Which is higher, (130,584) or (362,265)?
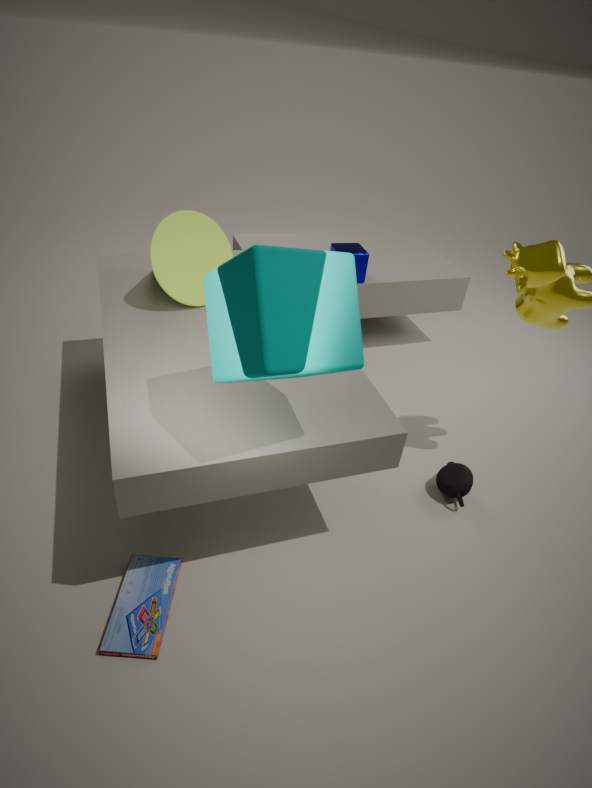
(362,265)
